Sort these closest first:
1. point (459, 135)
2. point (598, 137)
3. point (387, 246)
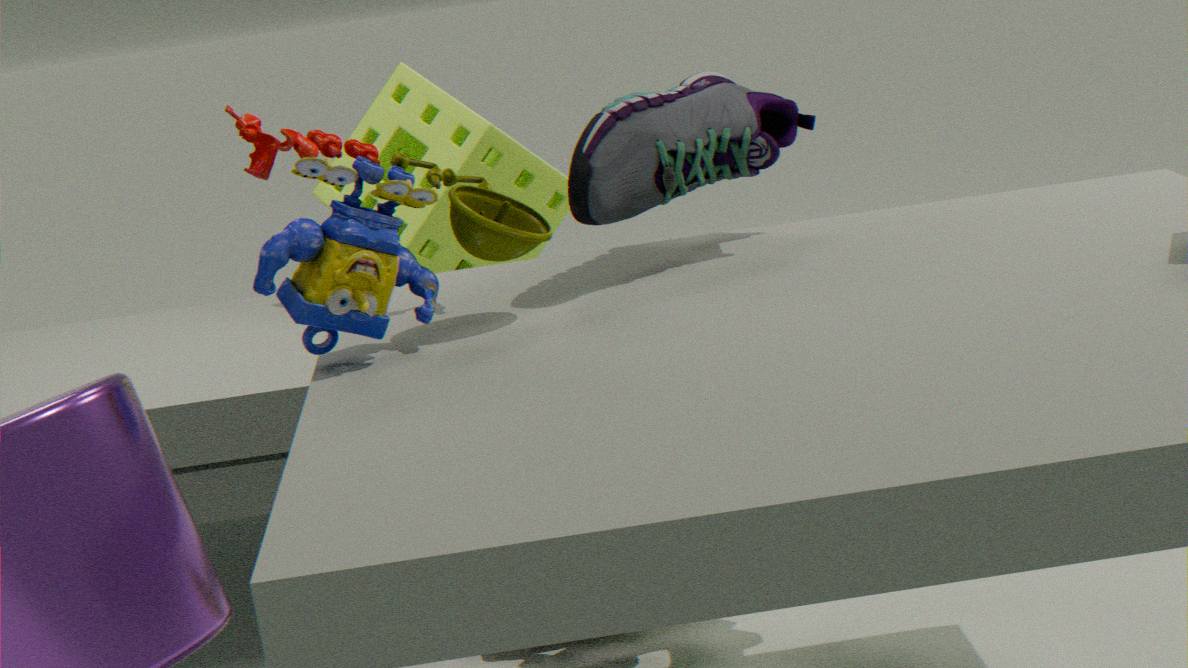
1. point (387, 246)
2. point (598, 137)
3. point (459, 135)
